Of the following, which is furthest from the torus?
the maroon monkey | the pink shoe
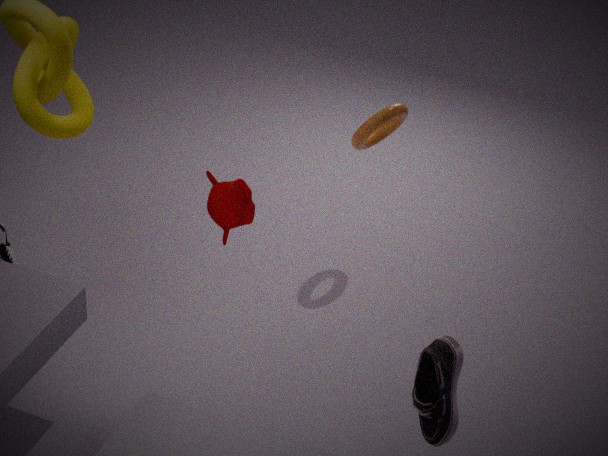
the pink shoe
